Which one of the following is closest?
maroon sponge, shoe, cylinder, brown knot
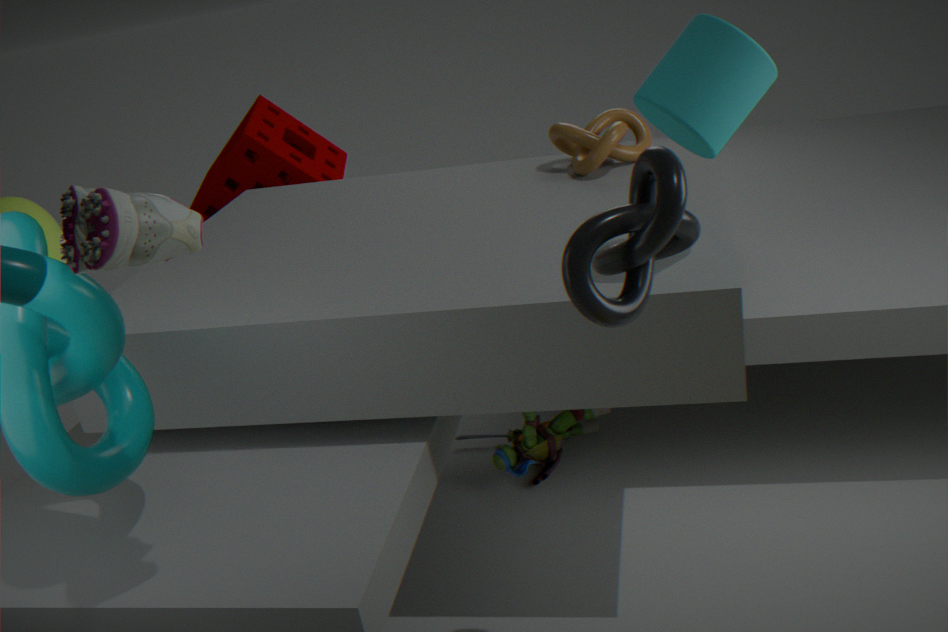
shoe
